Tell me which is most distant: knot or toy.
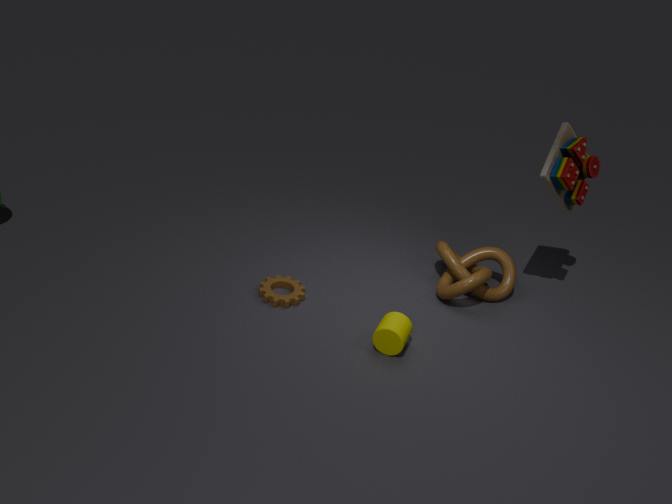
knot
